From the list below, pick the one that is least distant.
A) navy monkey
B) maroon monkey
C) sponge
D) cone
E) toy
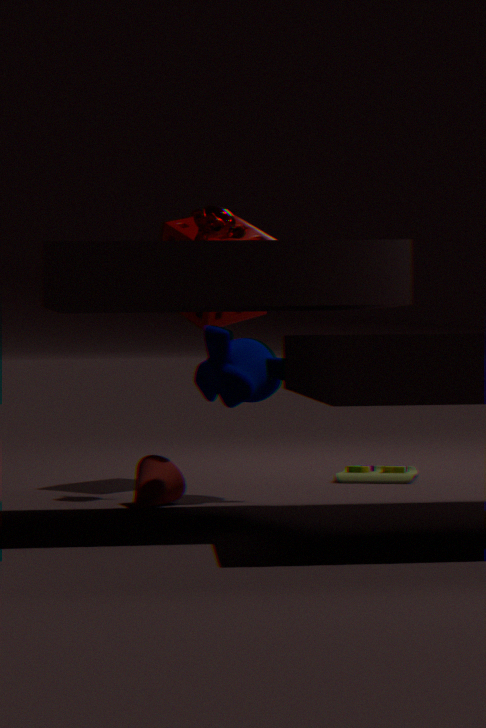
D. cone
